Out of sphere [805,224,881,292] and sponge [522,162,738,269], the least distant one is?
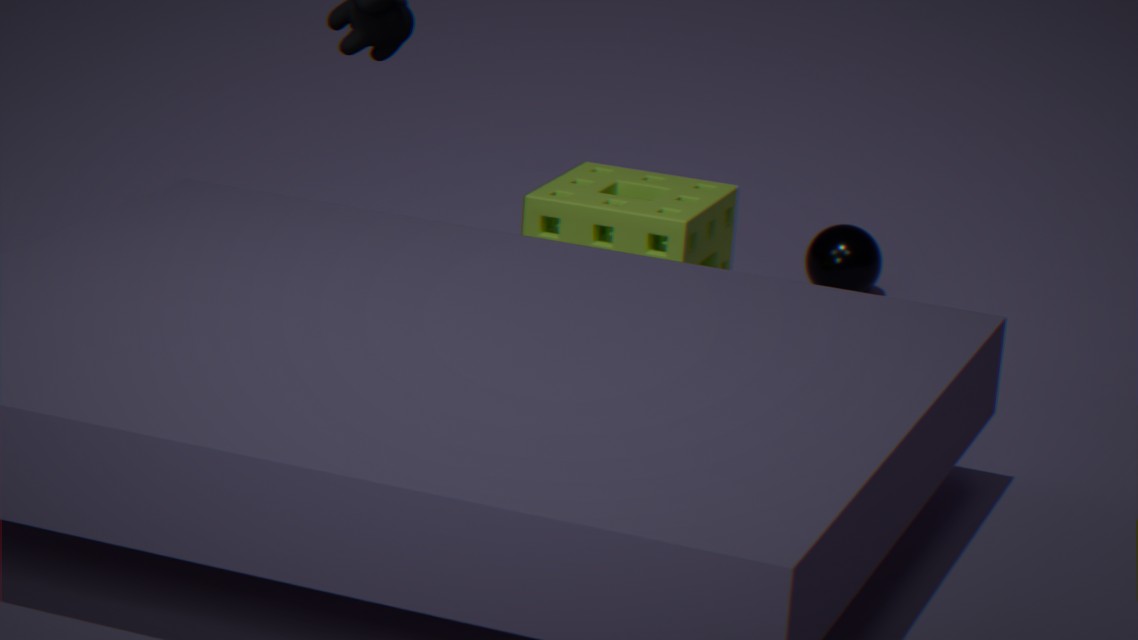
sponge [522,162,738,269]
